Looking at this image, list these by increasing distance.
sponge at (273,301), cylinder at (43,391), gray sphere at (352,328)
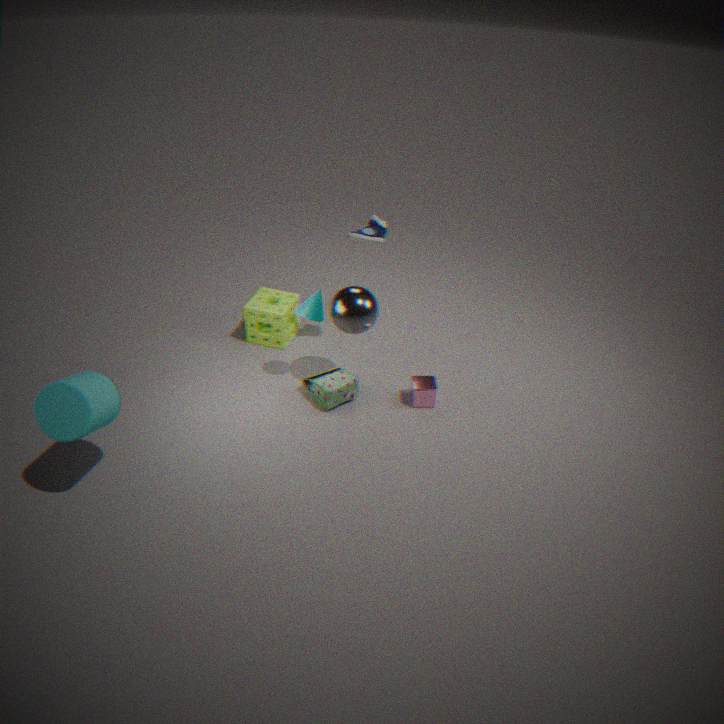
cylinder at (43,391)
gray sphere at (352,328)
sponge at (273,301)
